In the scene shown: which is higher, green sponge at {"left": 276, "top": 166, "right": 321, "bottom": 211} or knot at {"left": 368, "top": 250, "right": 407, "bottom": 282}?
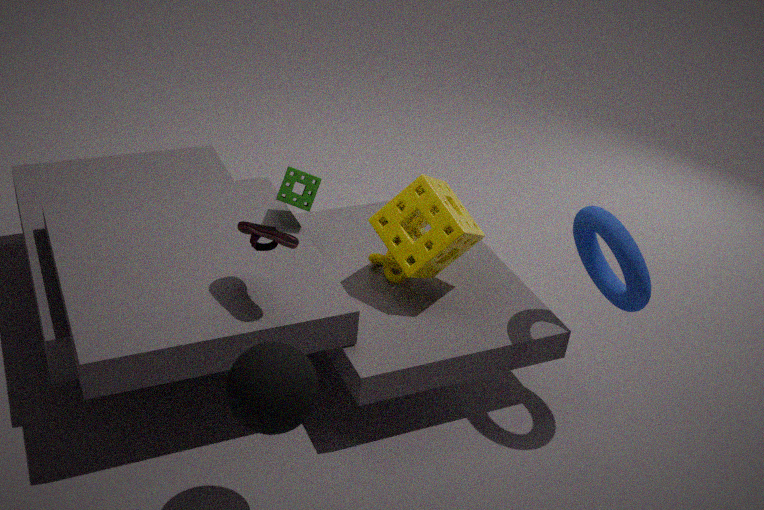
green sponge at {"left": 276, "top": 166, "right": 321, "bottom": 211}
